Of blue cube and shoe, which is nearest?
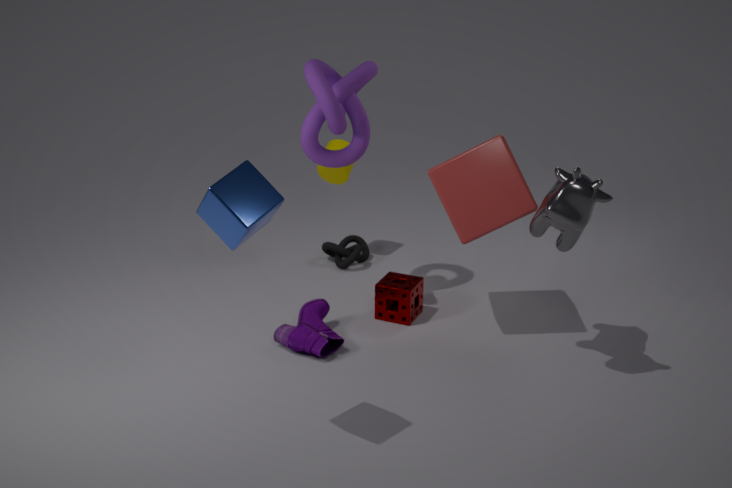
blue cube
